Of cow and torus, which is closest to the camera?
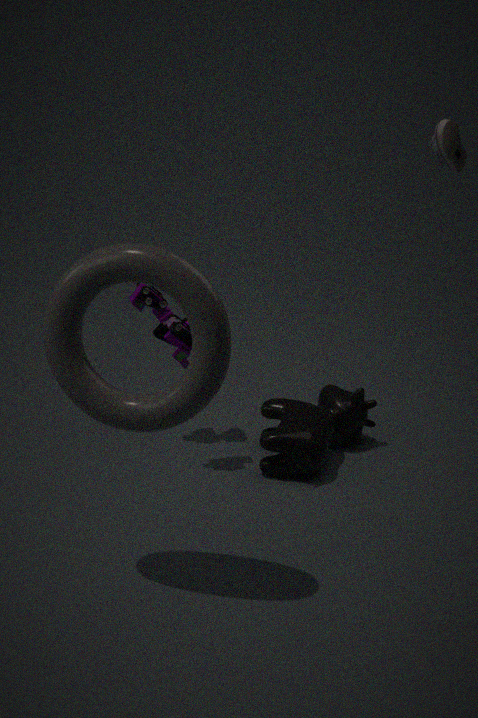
torus
